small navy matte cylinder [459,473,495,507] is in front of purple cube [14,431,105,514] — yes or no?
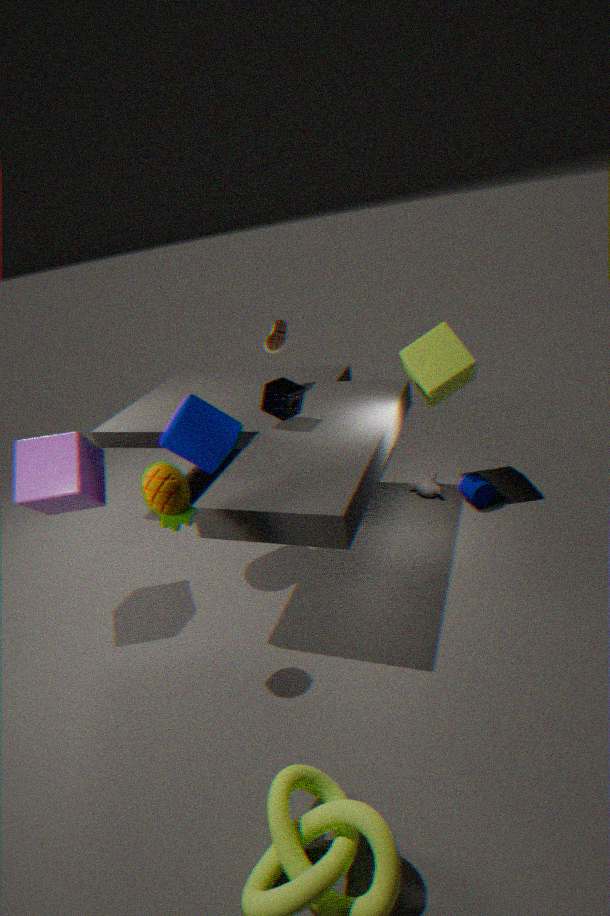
No
